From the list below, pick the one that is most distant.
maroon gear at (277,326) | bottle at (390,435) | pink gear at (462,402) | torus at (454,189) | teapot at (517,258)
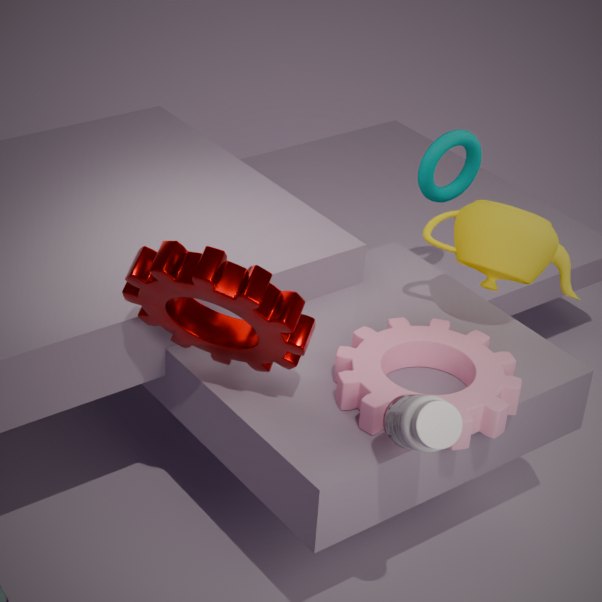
torus at (454,189)
